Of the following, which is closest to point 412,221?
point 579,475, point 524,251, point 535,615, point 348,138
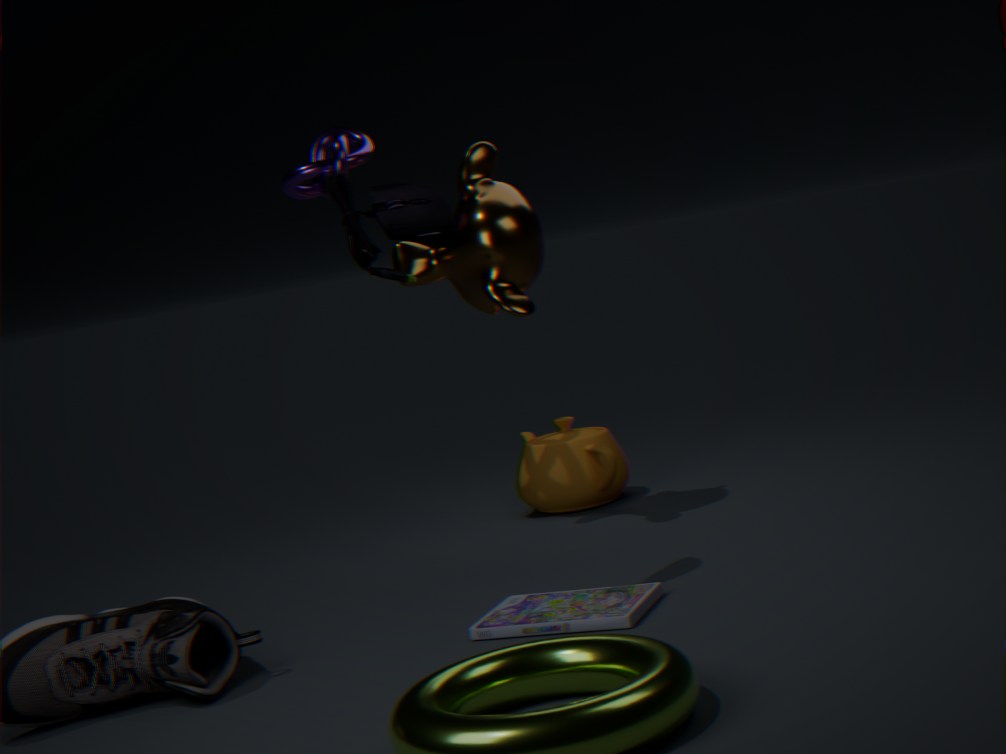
point 524,251
